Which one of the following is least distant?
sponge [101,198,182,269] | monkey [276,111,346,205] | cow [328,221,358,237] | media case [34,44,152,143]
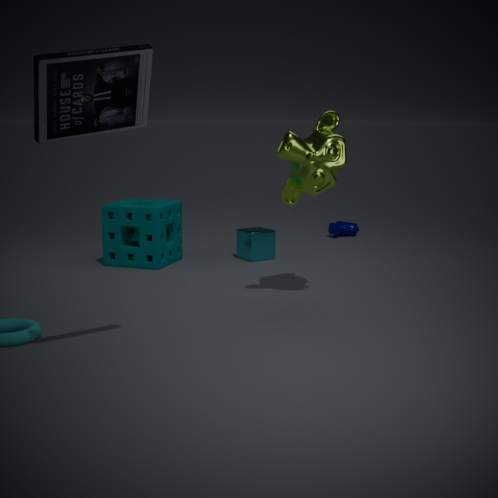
media case [34,44,152,143]
